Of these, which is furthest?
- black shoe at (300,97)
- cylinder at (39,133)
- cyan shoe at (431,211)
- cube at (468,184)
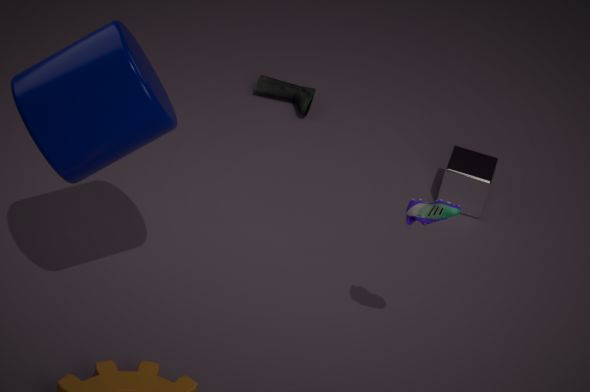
black shoe at (300,97)
